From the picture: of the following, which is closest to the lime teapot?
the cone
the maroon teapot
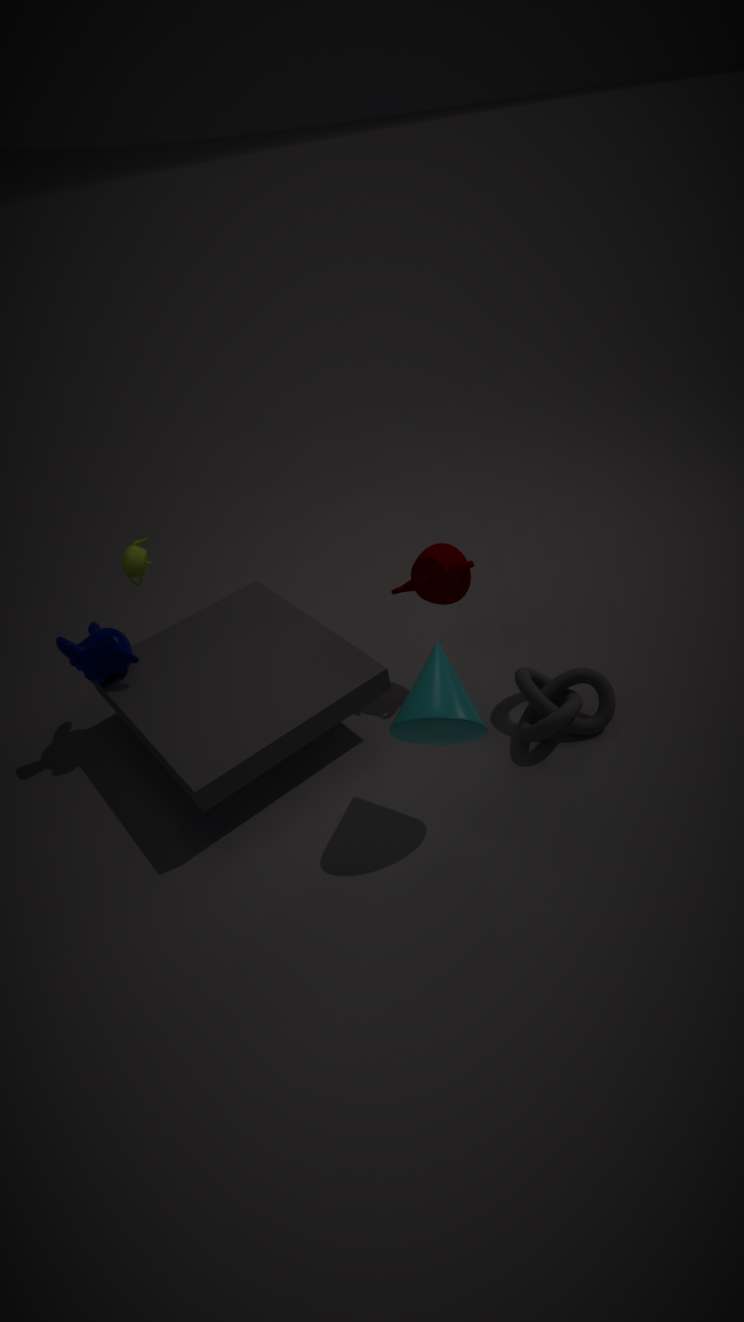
the maroon teapot
